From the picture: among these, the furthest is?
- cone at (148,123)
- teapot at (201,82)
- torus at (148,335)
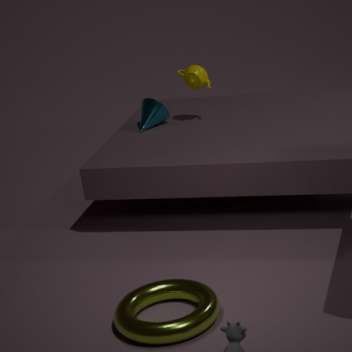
cone at (148,123)
